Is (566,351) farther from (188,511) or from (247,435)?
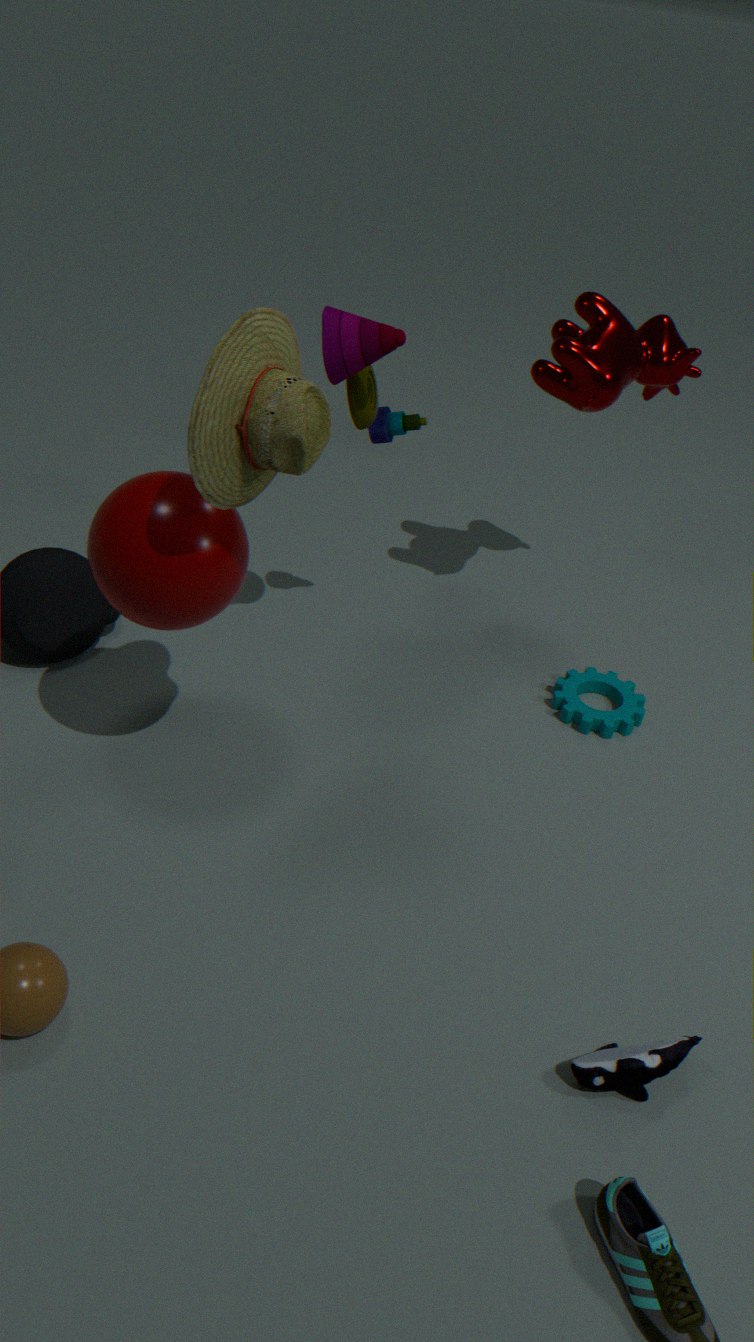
(188,511)
